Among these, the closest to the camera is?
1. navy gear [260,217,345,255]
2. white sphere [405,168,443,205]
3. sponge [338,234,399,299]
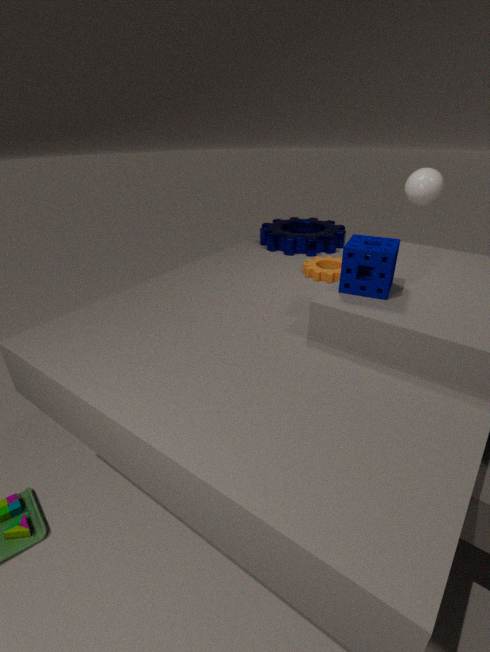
sponge [338,234,399,299]
